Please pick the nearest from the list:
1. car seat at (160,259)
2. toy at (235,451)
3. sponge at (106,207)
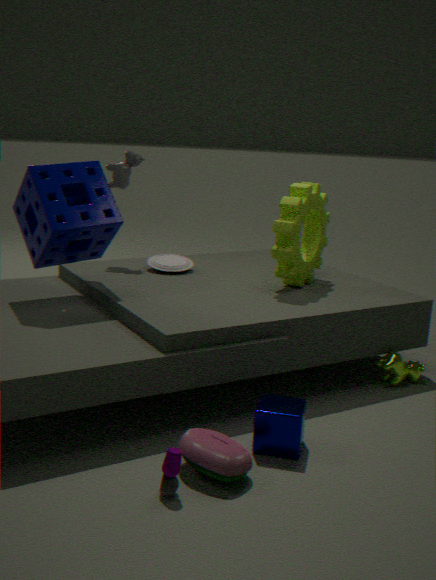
toy at (235,451)
